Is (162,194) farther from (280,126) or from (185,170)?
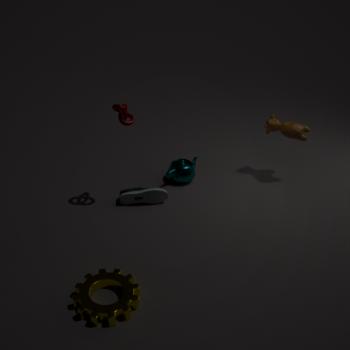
(280,126)
